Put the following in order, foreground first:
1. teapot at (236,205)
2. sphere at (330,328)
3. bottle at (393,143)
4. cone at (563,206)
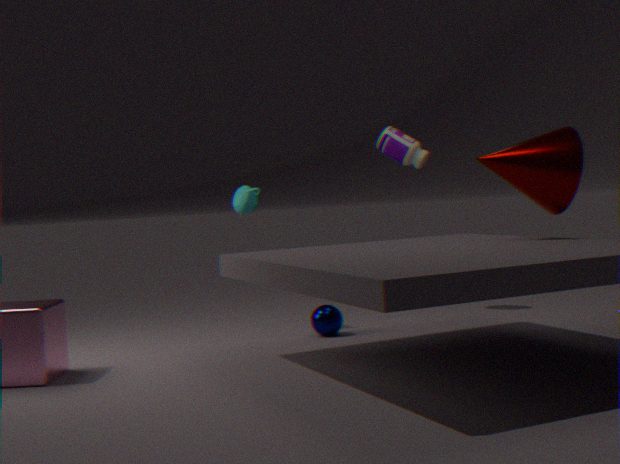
1. cone at (563,206)
2. sphere at (330,328)
3. teapot at (236,205)
4. bottle at (393,143)
